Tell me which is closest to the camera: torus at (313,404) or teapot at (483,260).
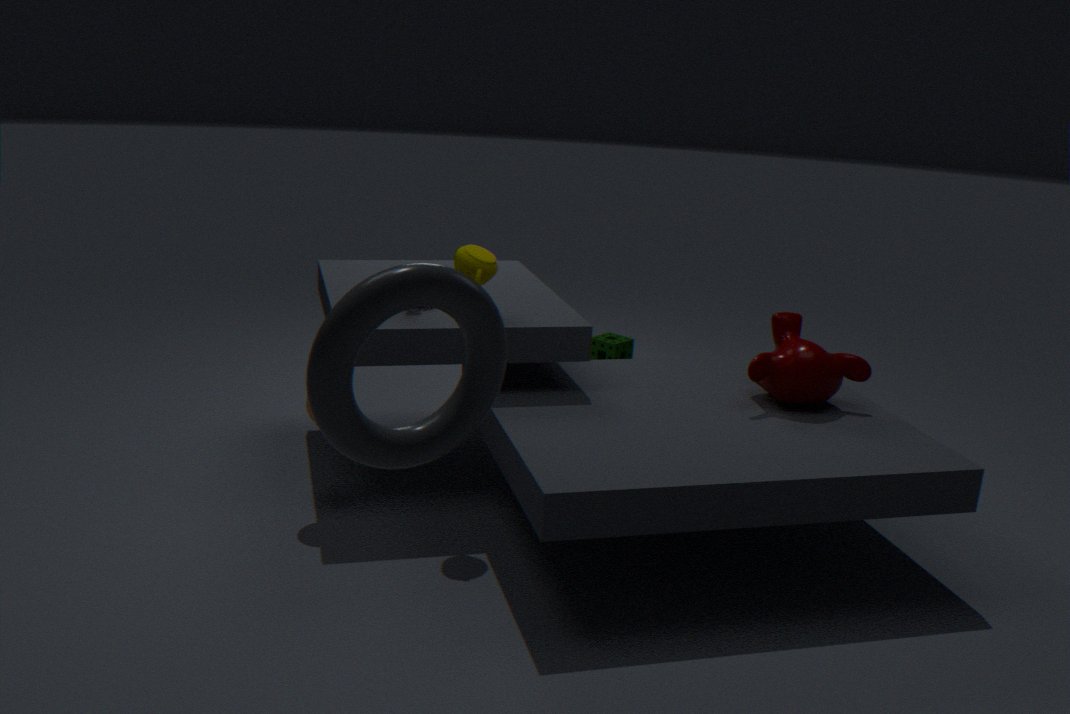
torus at (313,404)
